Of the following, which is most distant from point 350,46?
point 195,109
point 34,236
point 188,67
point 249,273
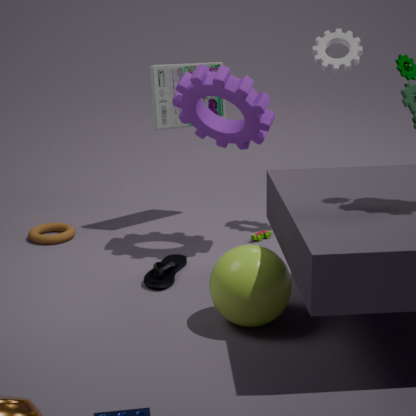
point 34,236
